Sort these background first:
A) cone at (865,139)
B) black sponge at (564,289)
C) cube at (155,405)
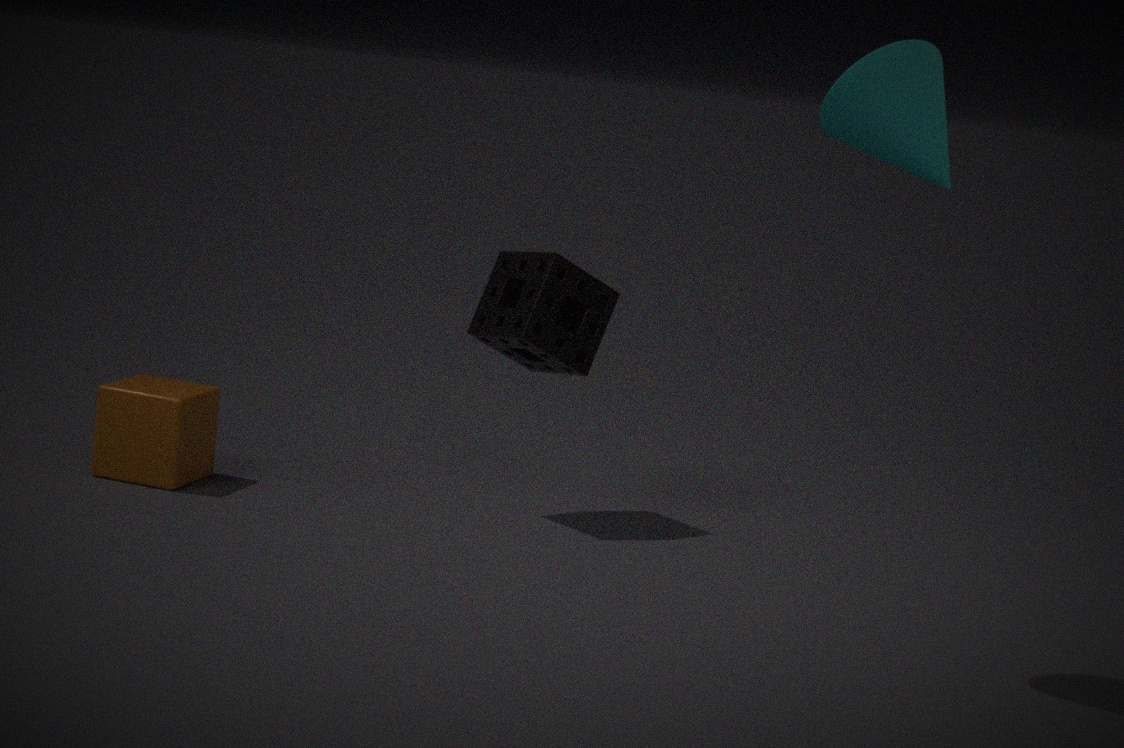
black sponge at (564,289)
cube at (155,405)
cone at (865,139)
